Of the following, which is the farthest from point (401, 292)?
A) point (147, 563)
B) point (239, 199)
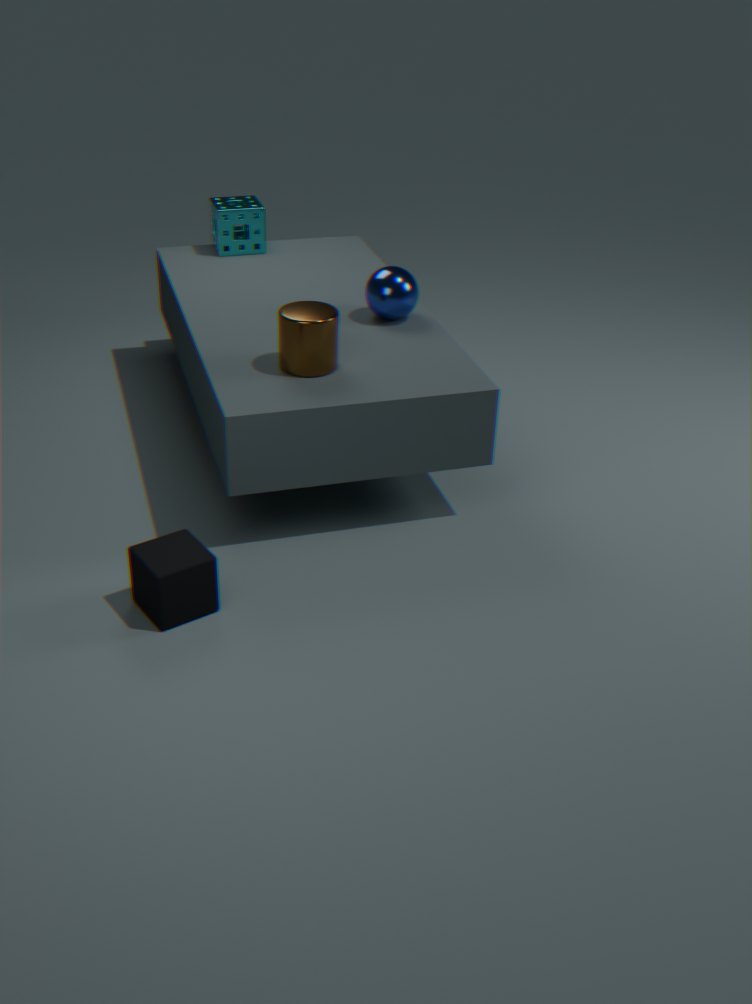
point (147, 563)
